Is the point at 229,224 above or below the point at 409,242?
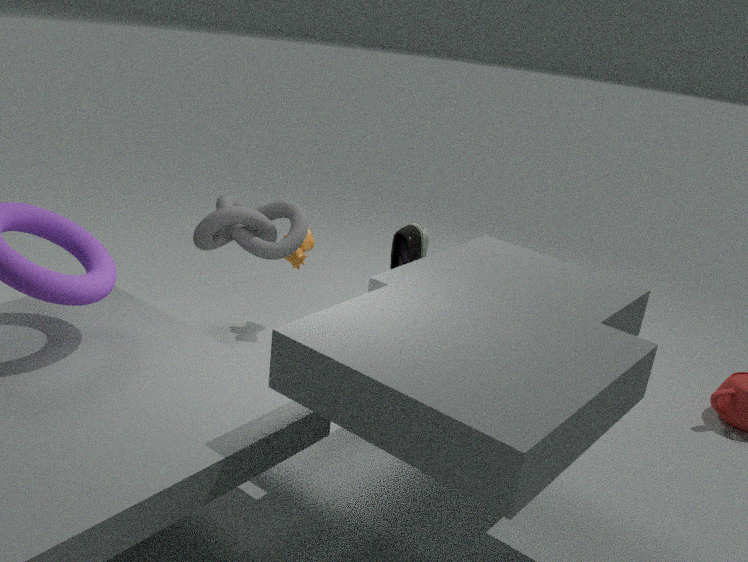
above
